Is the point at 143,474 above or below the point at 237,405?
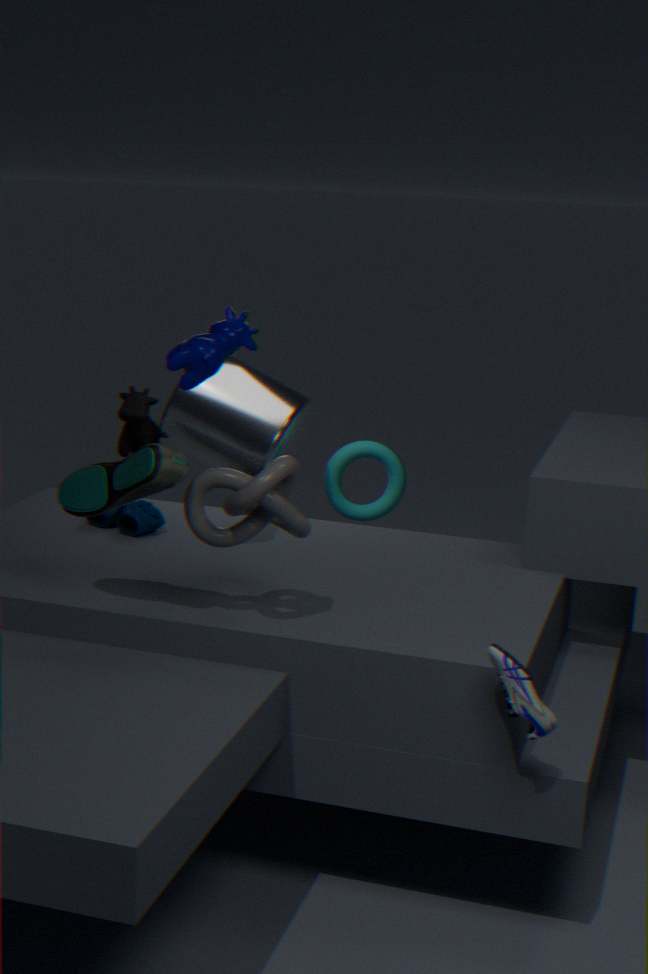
above
